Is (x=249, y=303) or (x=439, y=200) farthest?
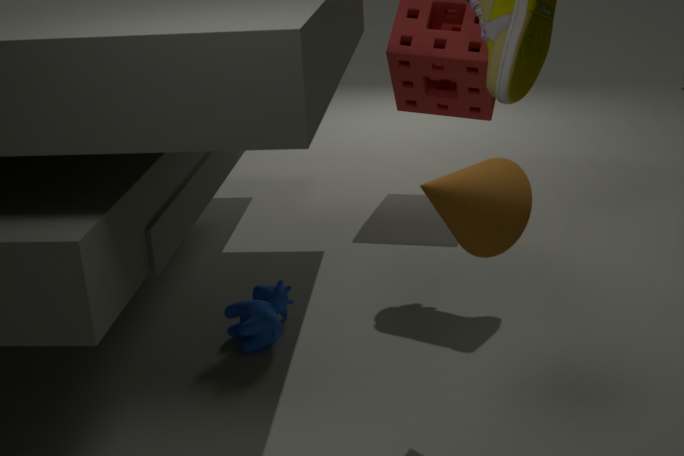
(x=249, y=303)
